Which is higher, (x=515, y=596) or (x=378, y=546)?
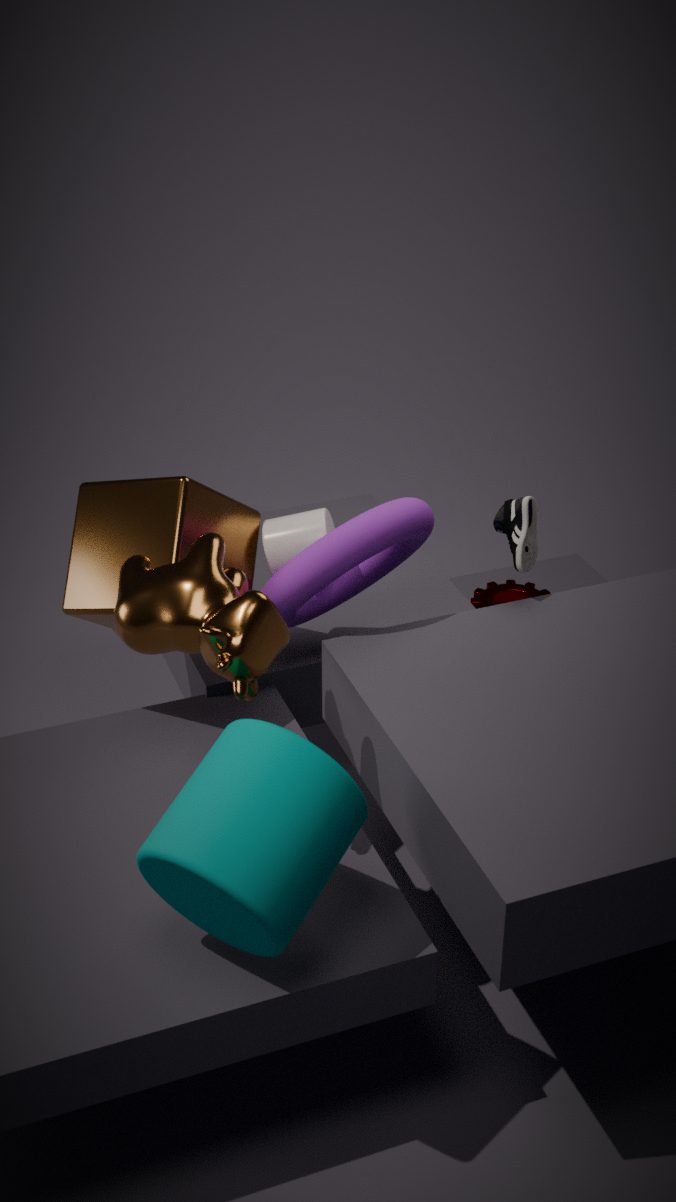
(x=378, y=546)
